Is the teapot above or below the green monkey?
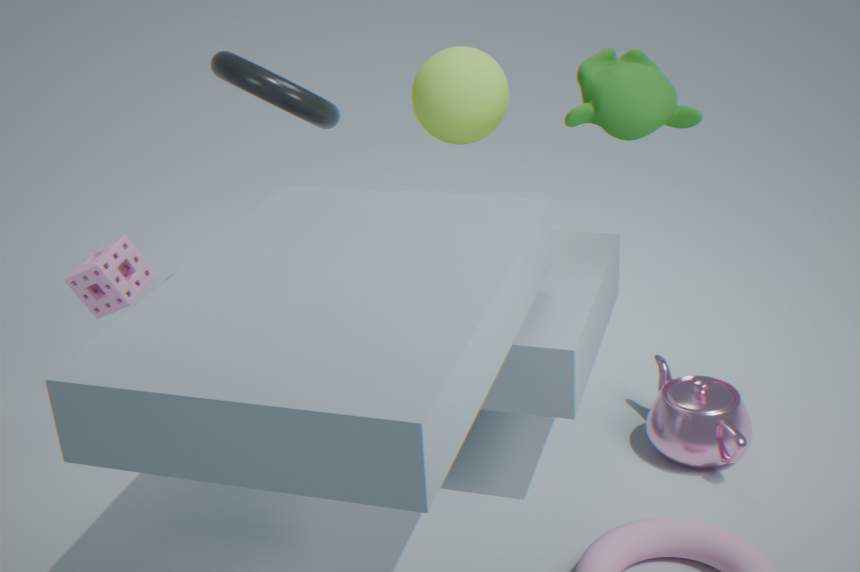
below
